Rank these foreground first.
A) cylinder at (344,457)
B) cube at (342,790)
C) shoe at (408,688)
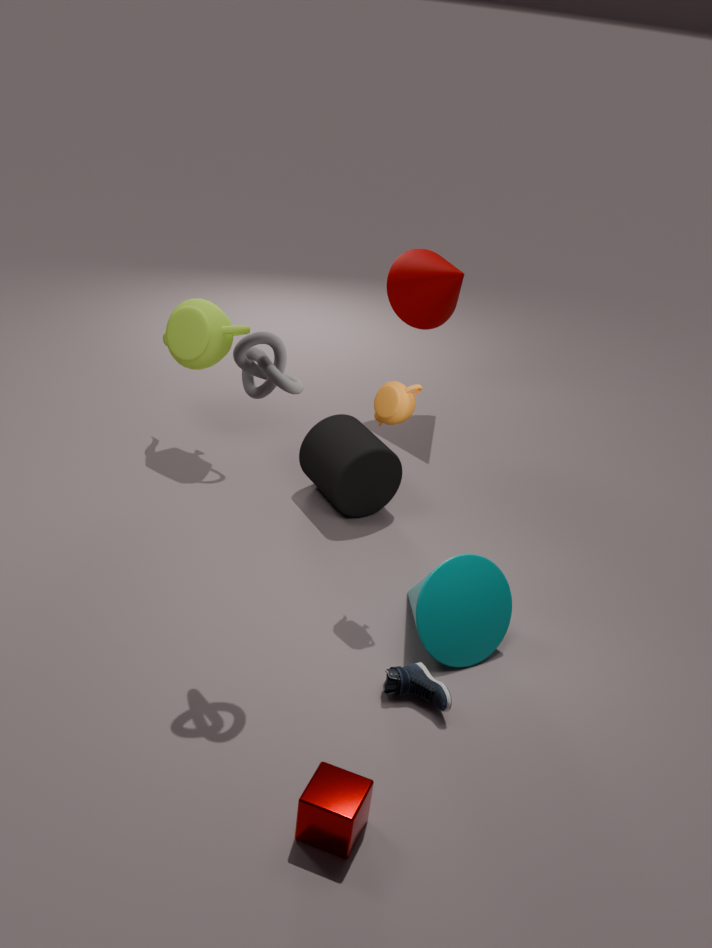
cube at (342,790)
shoe at (408,688)
cylinder at (344,457)
